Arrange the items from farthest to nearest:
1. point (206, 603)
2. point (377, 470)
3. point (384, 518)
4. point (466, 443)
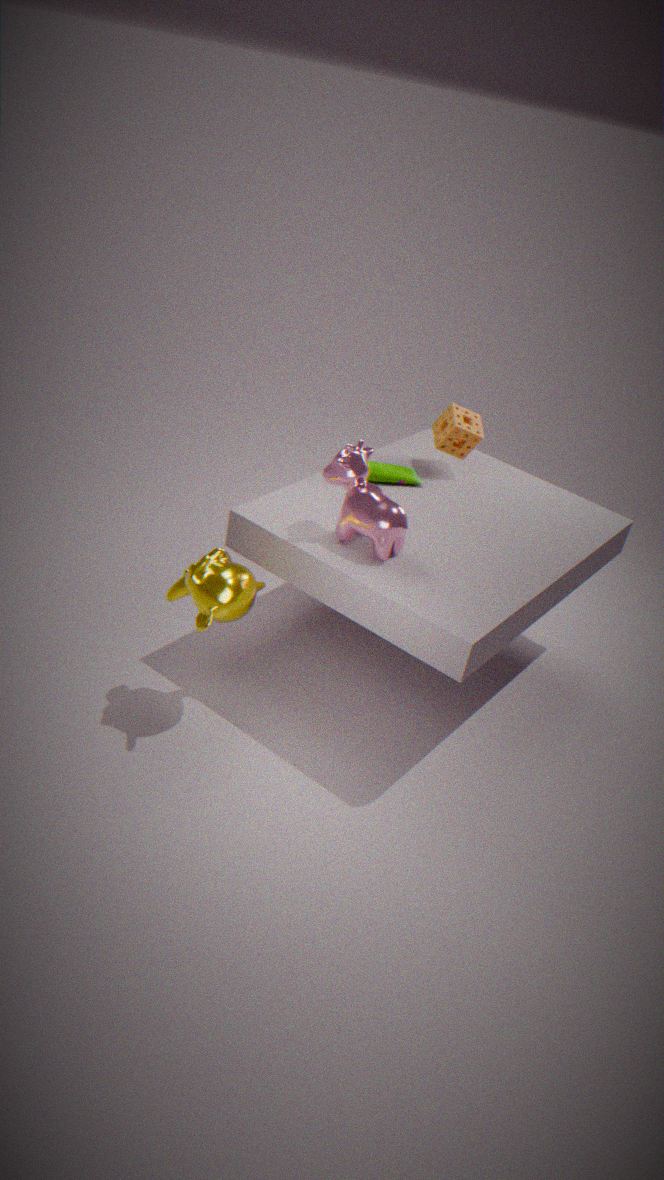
point (466, 443) → point (377, 470) → point (384, 518) → point (206, 603)
